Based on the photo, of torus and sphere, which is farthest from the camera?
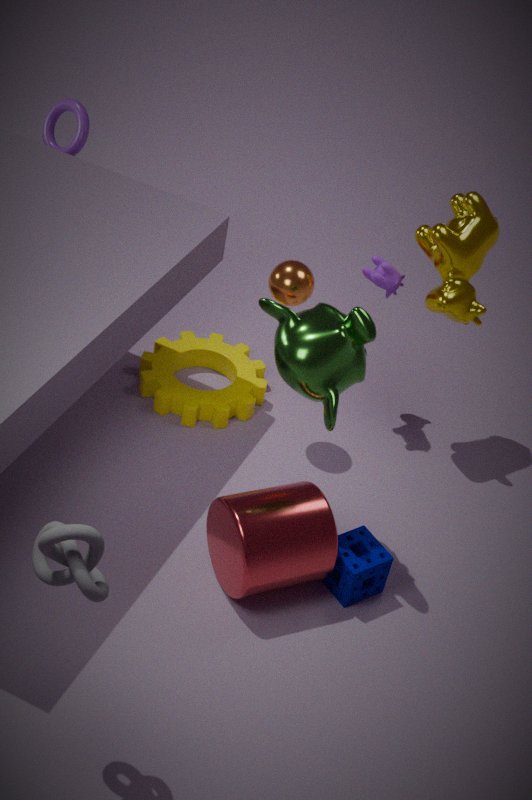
torus
